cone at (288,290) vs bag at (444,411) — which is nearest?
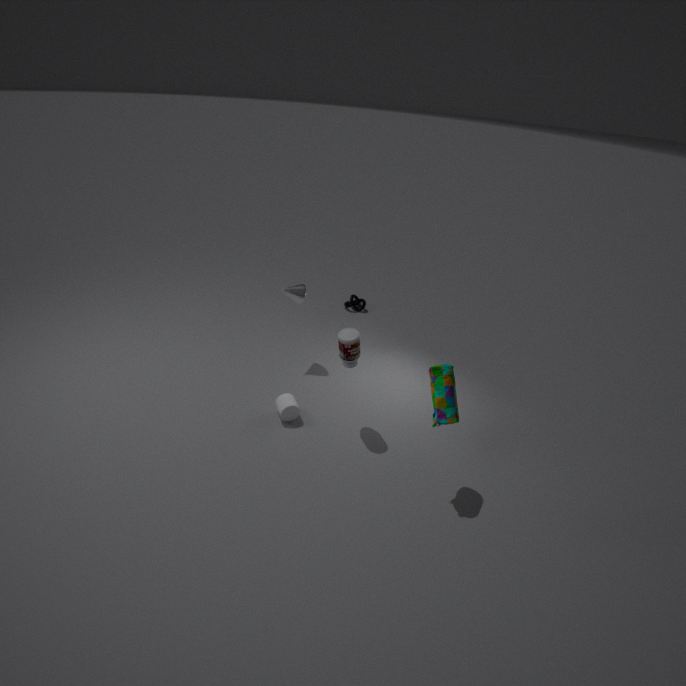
bag at (444,411)
